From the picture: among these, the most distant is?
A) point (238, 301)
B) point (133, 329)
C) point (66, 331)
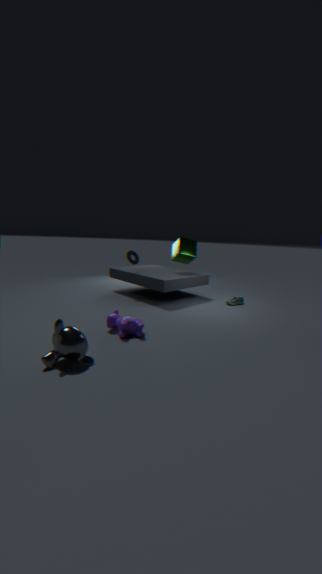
point (238, 301)
